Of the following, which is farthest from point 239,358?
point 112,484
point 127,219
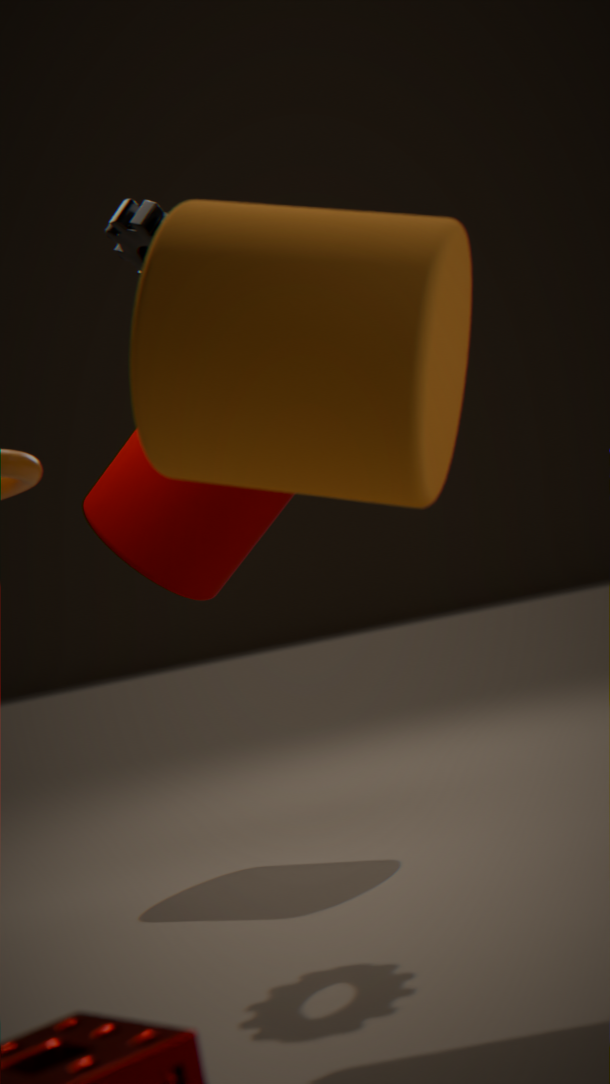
point 112,484
